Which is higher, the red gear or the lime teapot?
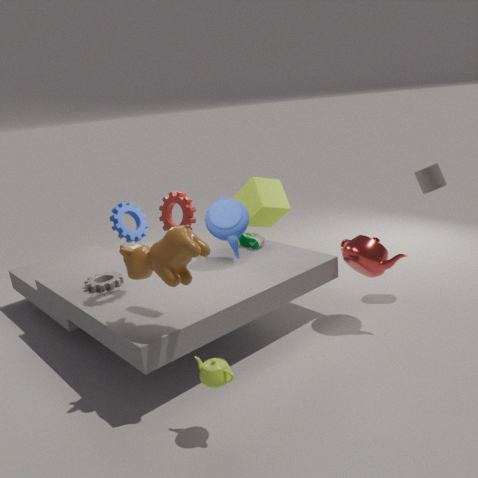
the red gear
